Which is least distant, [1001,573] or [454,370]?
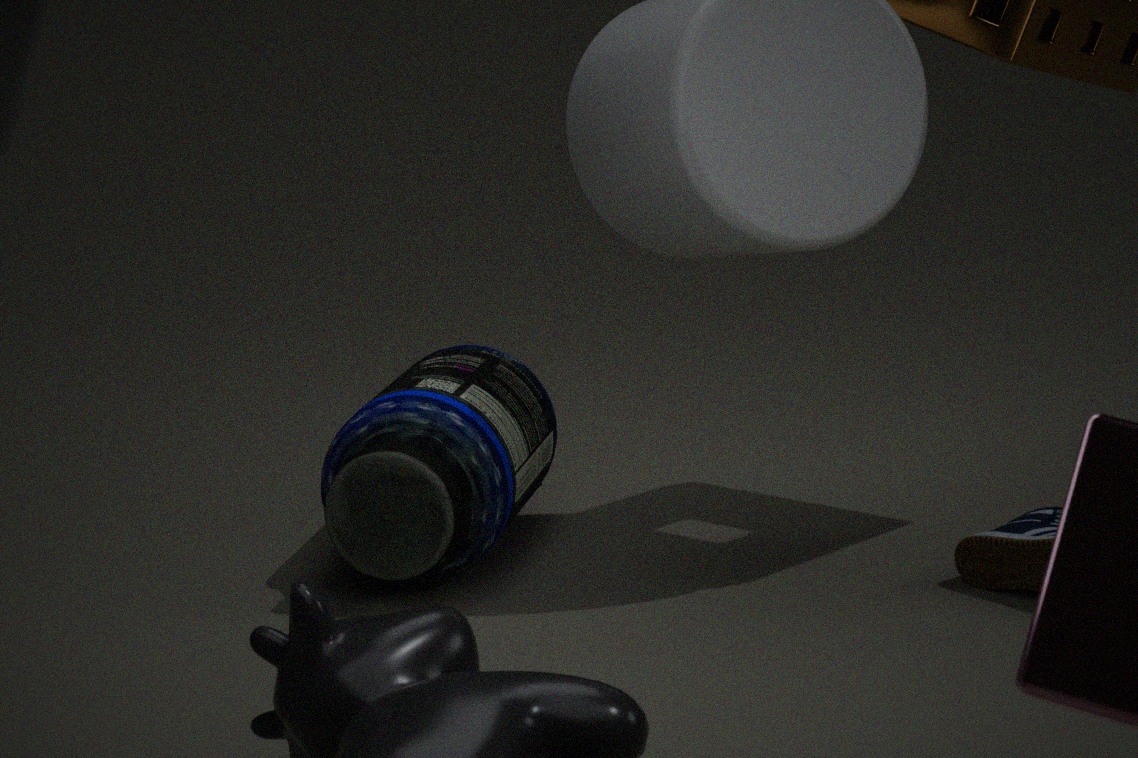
[1001,573]
